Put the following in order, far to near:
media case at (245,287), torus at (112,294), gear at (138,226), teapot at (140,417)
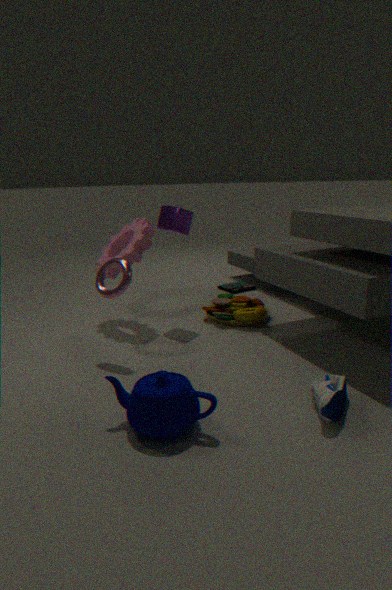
media case at (245,287), gear at (138,226), torus at (112,294), teapot at (140,417)
